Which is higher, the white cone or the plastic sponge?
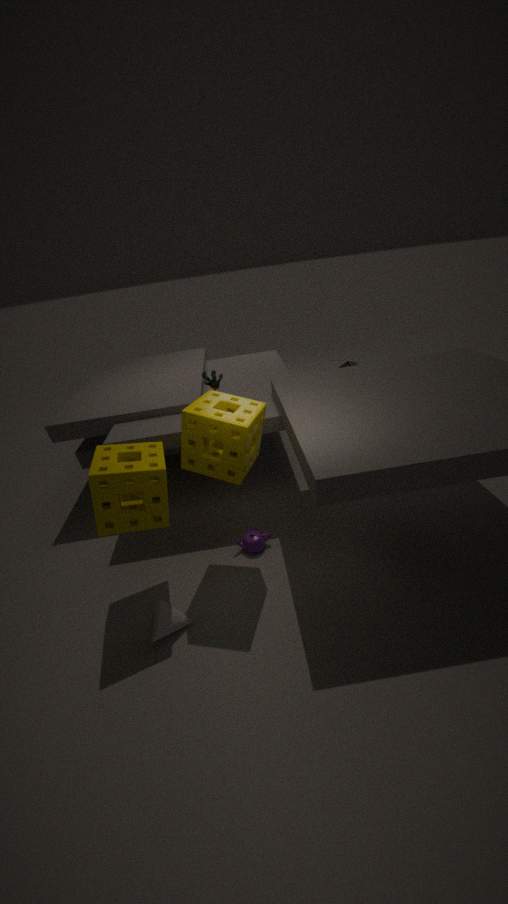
the plastic sponge
